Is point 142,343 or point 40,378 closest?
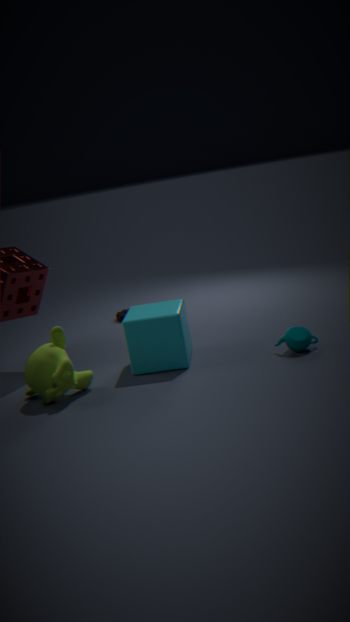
point 40,378
